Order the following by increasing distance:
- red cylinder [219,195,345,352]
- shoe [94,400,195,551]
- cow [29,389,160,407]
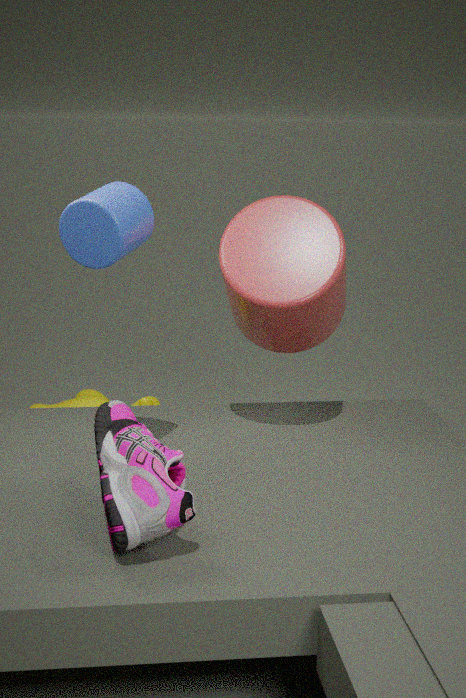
1. shoe [94,400,195,551]
2. red cylinder [219,195,345,352]
3. cow [29,389,160,407]
